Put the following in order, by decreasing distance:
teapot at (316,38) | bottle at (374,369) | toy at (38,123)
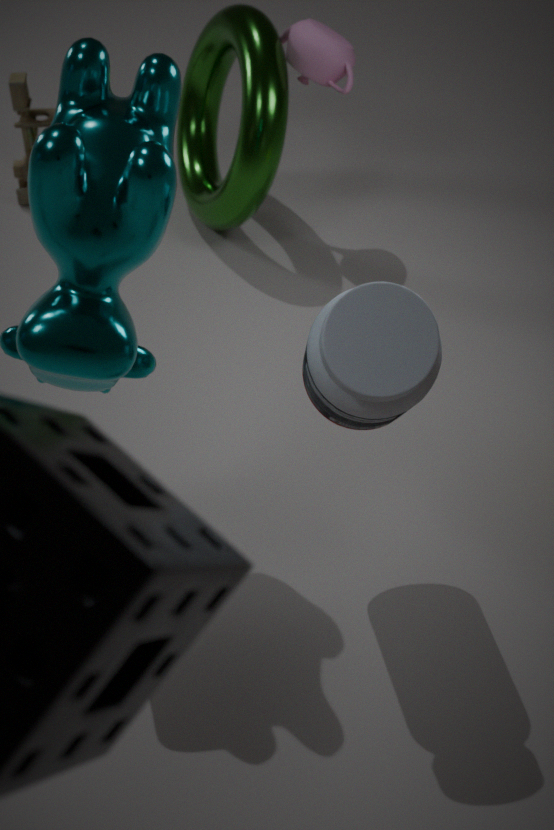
1. toy at (38,123)
2. teapot at (316,38)
3. bottle at (374,369)
